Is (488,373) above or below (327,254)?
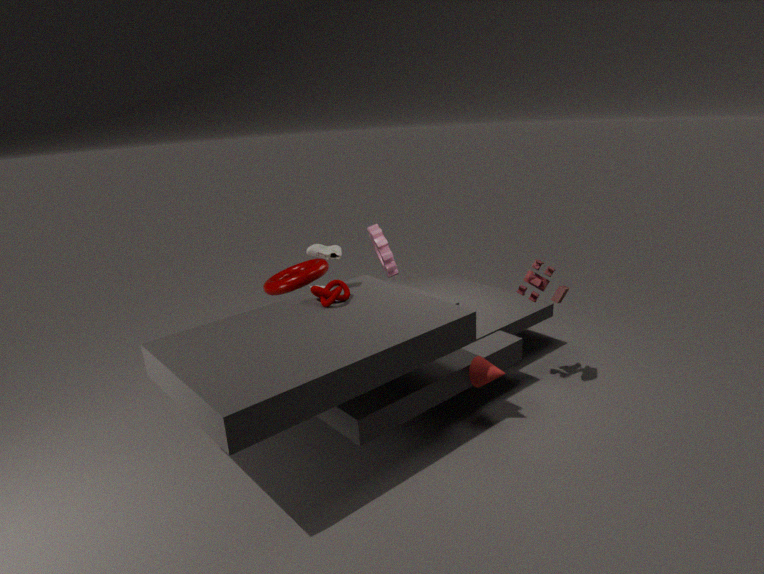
below
